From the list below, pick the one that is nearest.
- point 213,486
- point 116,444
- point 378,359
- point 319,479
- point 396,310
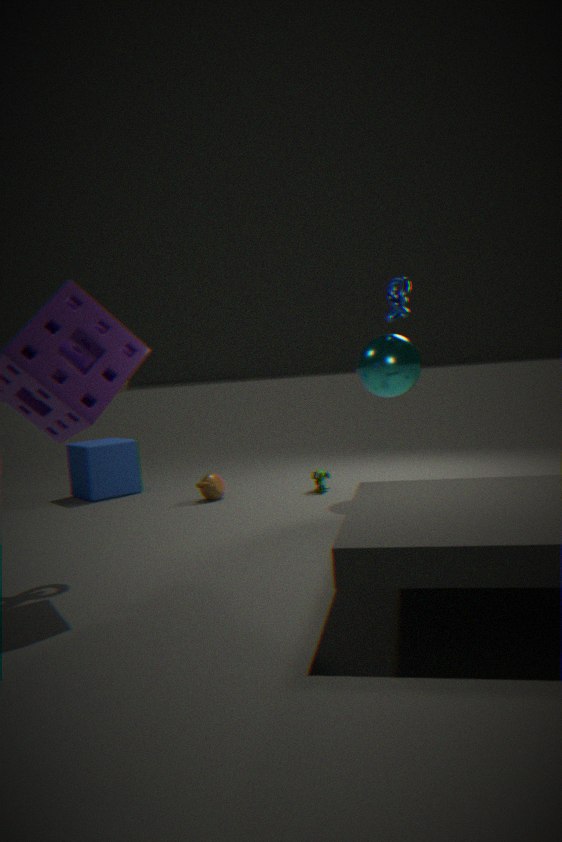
point 378,359
